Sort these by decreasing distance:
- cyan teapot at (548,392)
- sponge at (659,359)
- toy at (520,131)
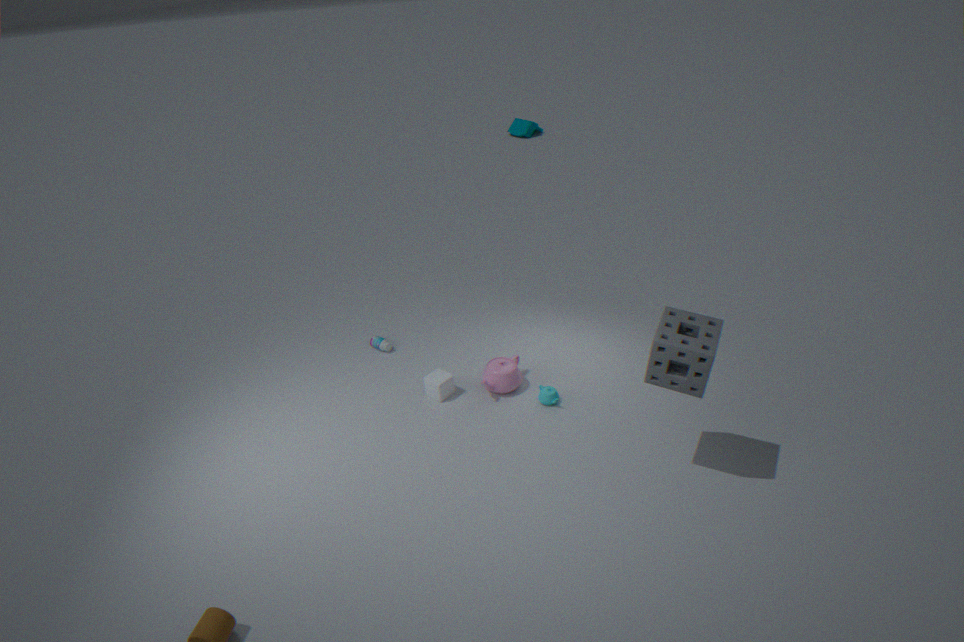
1. toy at (520,131)
2. cyan teapot at (548,392)
3. sponge at (659,359)
